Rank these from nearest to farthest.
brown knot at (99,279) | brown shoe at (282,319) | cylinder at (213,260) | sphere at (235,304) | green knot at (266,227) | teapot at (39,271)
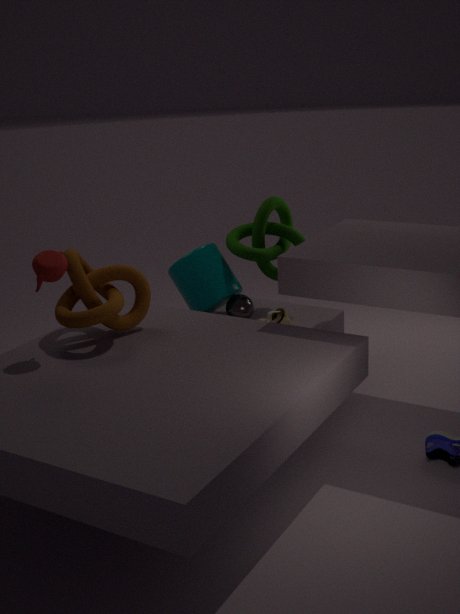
teapot at (39,271) < brown knot at (99,279) < brown shoe at (282,319) < cylinder at (213,260) < green knot at (266,227) < sphere at (235,304)
